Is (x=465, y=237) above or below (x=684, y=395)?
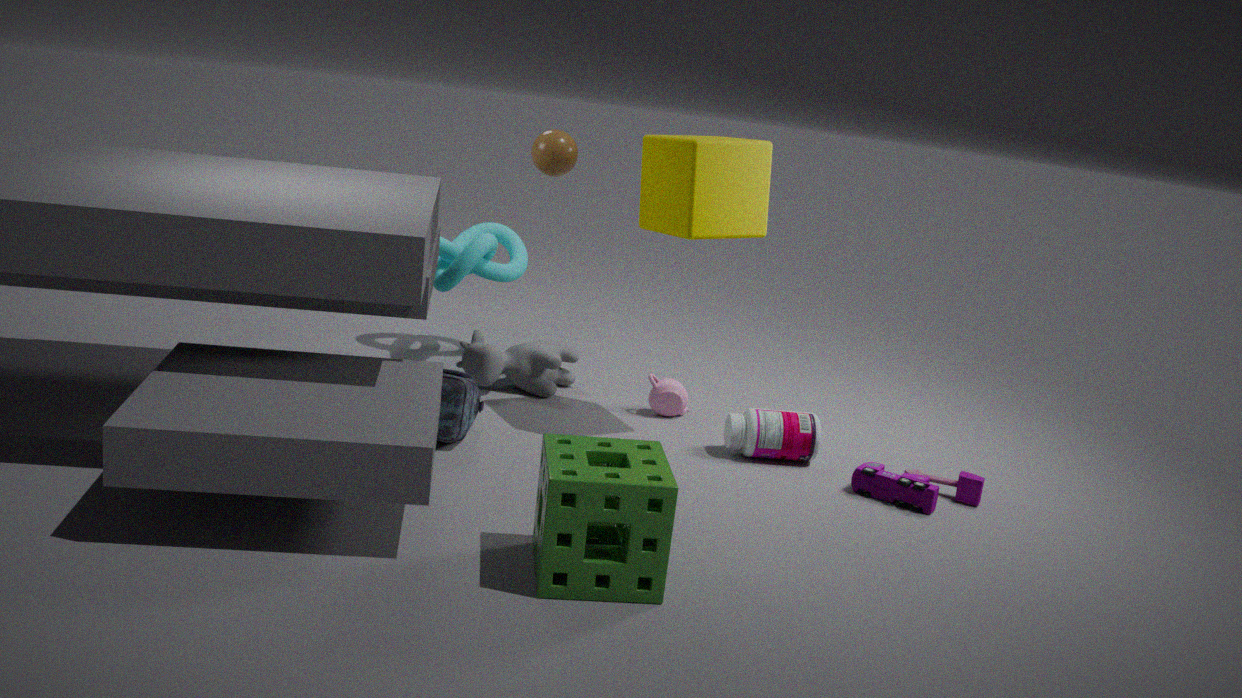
above
